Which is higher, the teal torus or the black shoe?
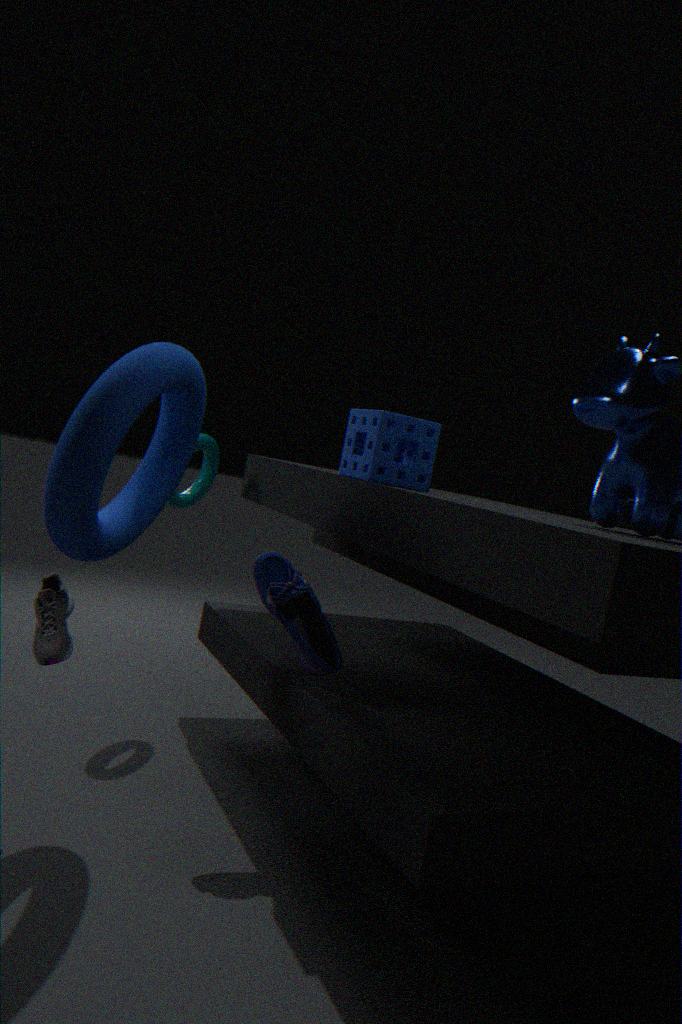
the teal torus
